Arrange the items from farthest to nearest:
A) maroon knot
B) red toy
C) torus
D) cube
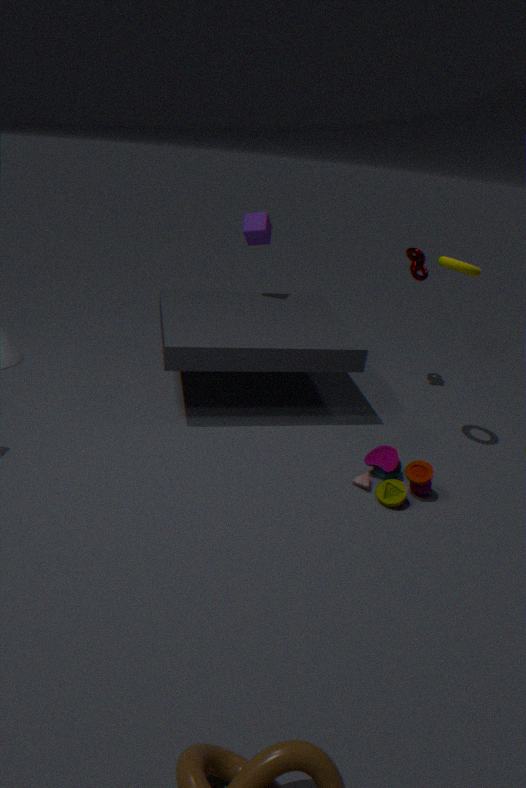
cube → maroon knot → torus → red toy
